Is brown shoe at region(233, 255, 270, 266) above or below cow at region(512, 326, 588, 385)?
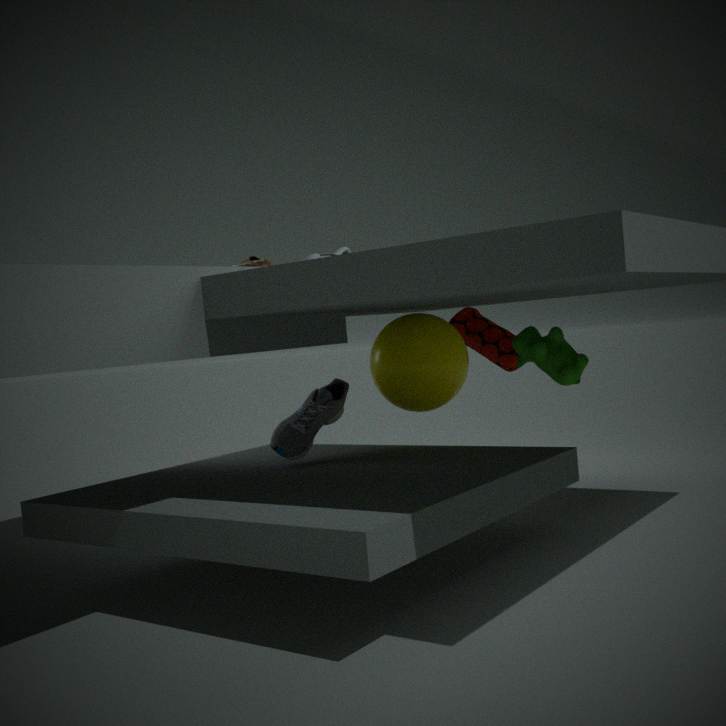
above
